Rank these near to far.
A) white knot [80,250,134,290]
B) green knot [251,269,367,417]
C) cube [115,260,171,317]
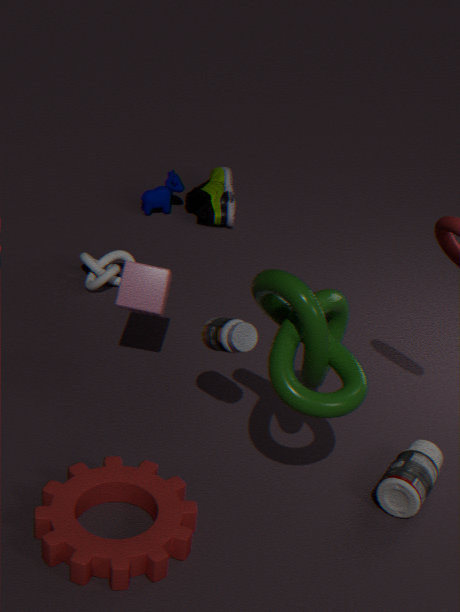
green knot [251,269,367,417]
cube [115,260,171,317]
white knot [80,250,134,290]
